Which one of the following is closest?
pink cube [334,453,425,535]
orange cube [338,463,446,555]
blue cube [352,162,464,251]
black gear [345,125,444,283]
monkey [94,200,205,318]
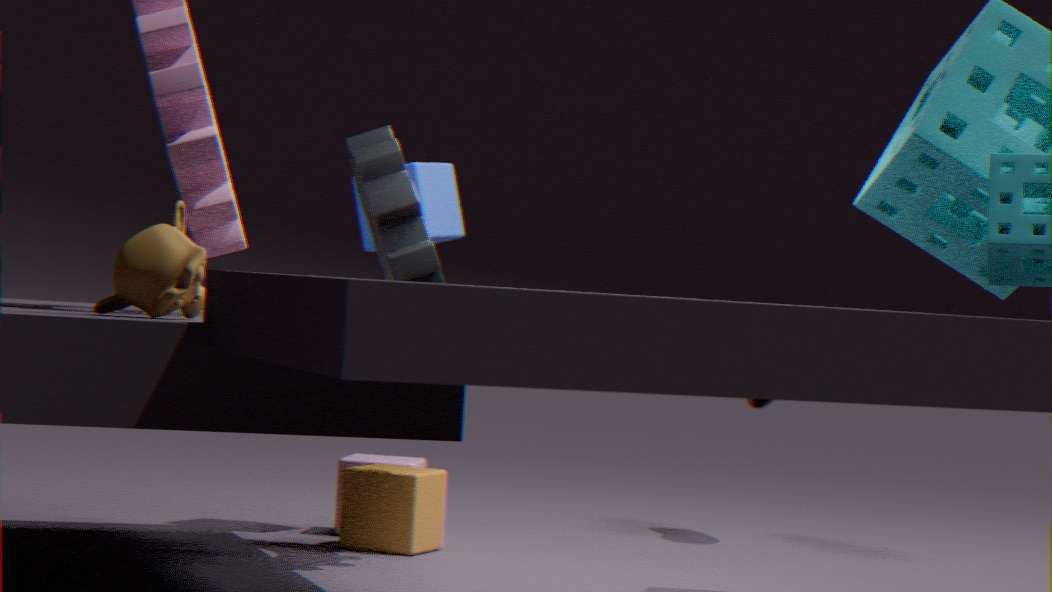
monkey [94,200,205,318]
